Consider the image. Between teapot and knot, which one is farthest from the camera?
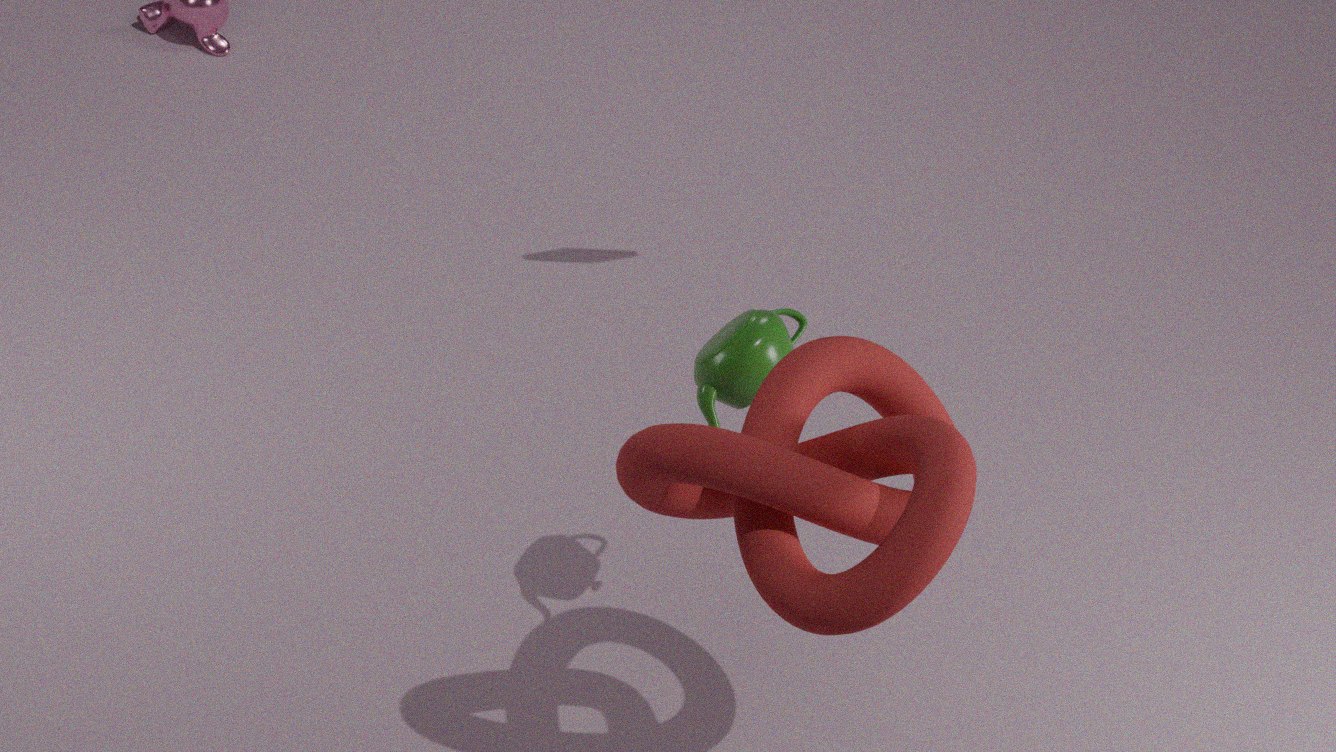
teapot
